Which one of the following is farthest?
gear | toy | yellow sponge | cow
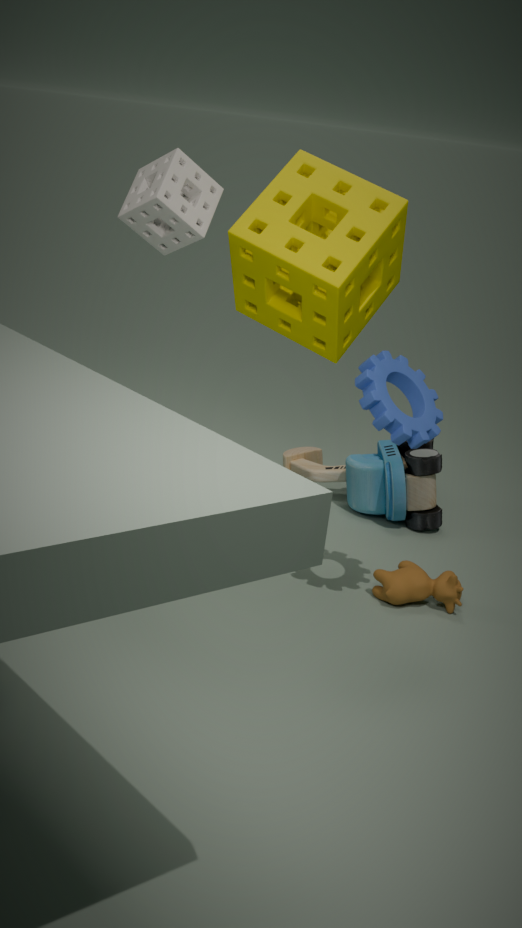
toy
